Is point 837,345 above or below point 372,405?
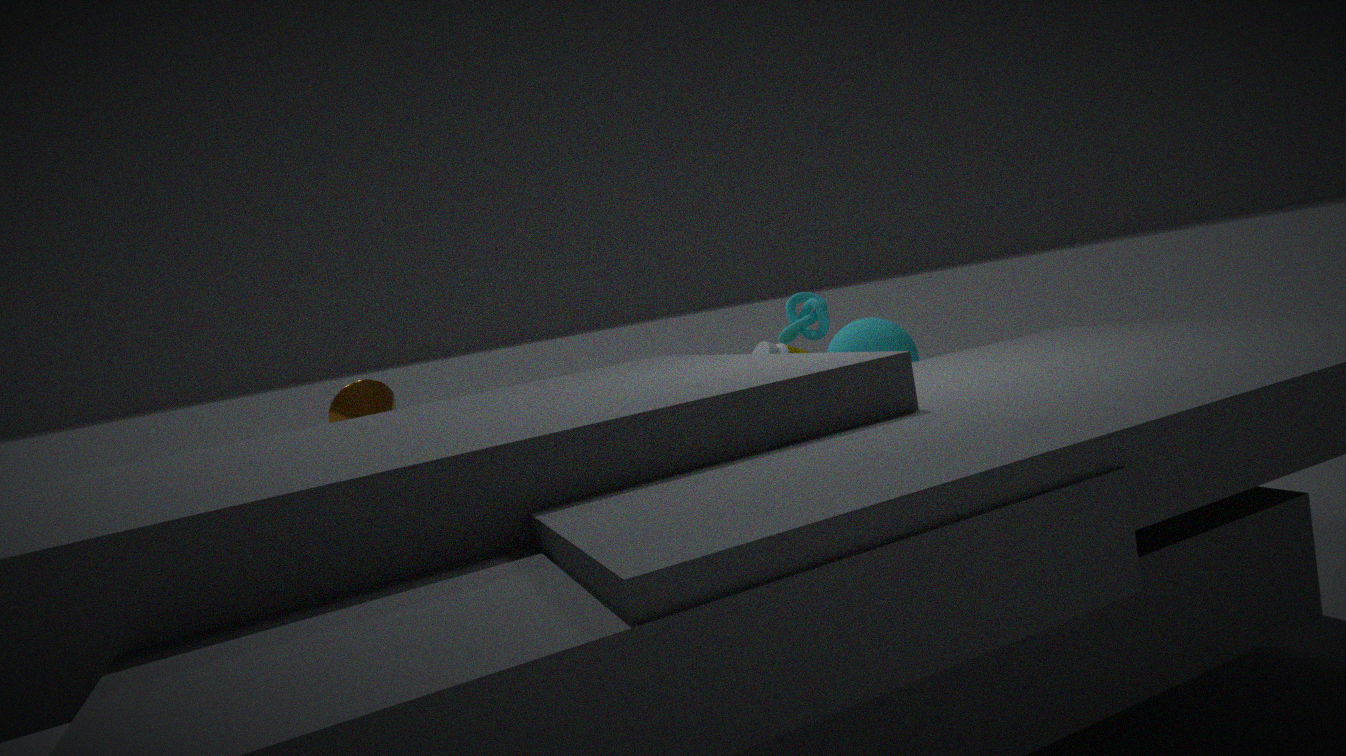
below
